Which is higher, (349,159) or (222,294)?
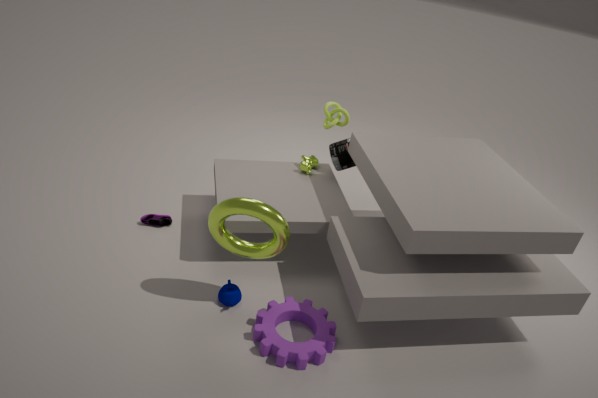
(349,159)
